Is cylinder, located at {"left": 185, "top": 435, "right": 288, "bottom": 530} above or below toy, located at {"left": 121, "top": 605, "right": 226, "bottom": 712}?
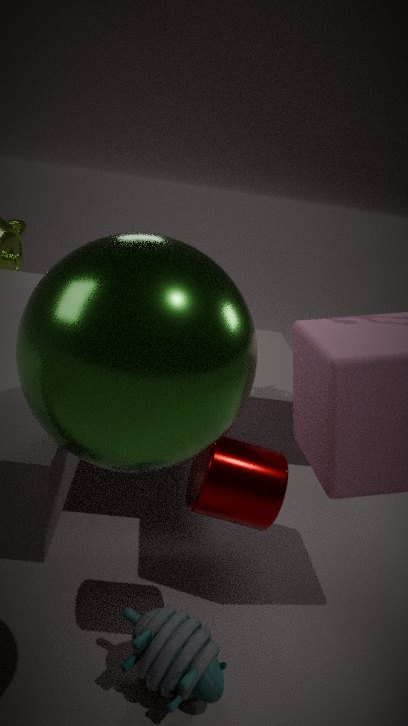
above
